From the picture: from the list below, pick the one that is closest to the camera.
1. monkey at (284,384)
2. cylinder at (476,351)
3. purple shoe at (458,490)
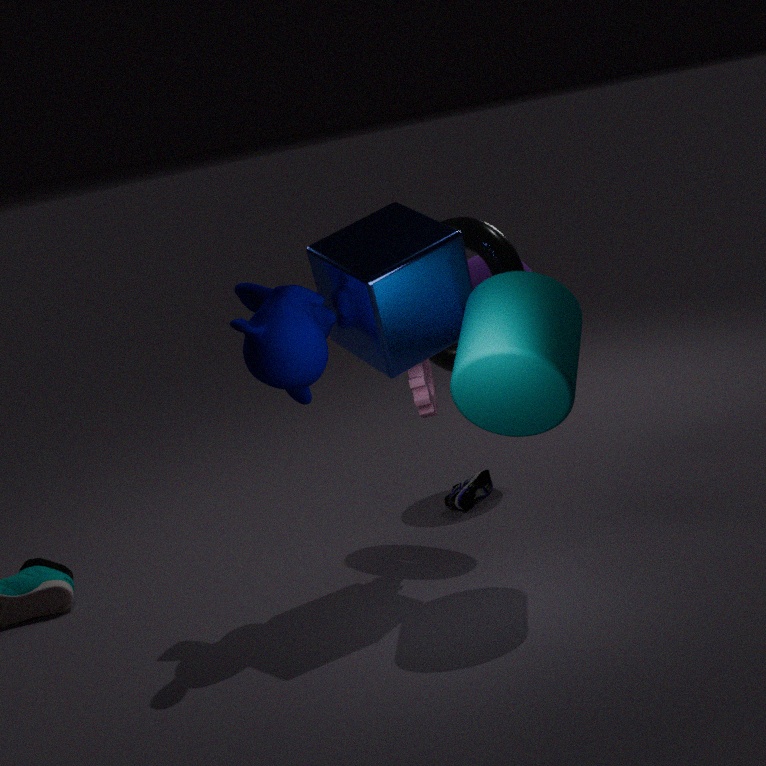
cylinder at (476,351)
